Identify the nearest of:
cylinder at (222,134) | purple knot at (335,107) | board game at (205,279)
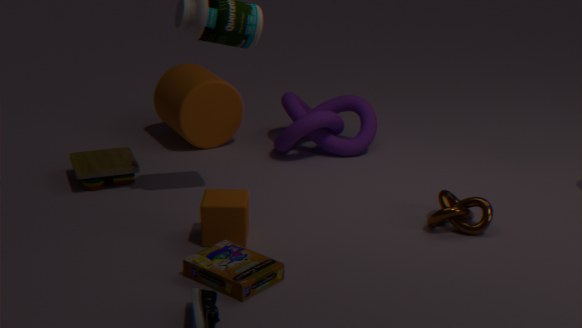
board game at (205,279)
